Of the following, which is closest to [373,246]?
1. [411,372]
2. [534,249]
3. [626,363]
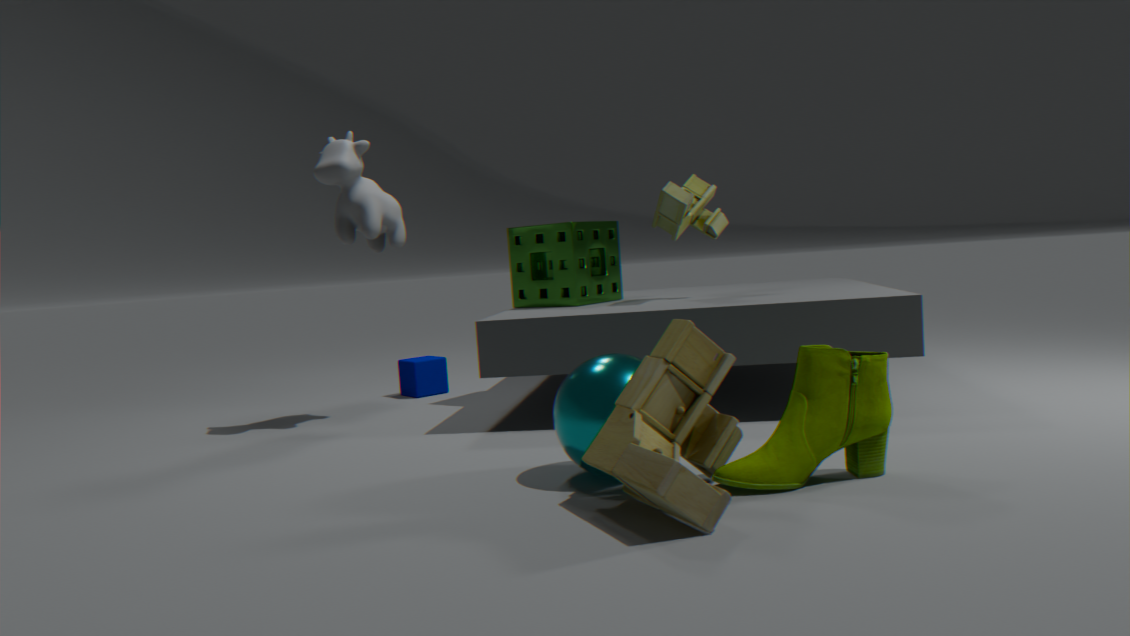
[534,249]
